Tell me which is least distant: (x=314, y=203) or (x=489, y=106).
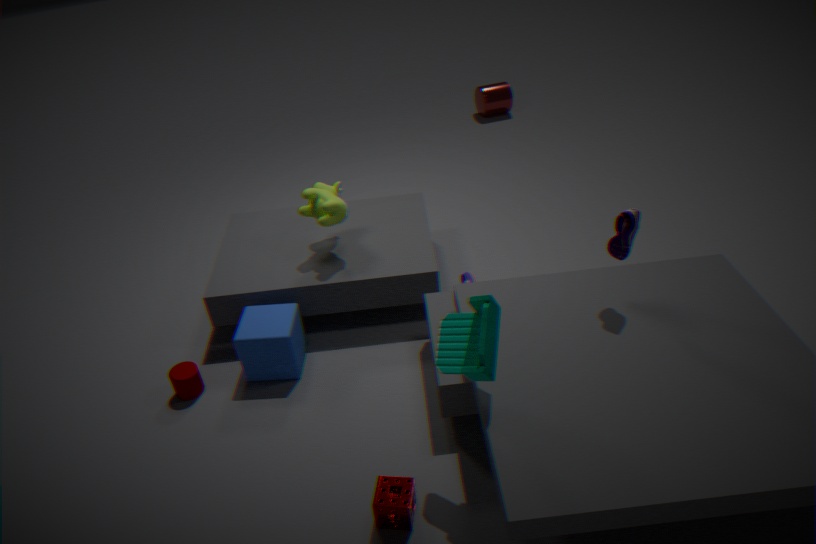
(x=314, y=203)
